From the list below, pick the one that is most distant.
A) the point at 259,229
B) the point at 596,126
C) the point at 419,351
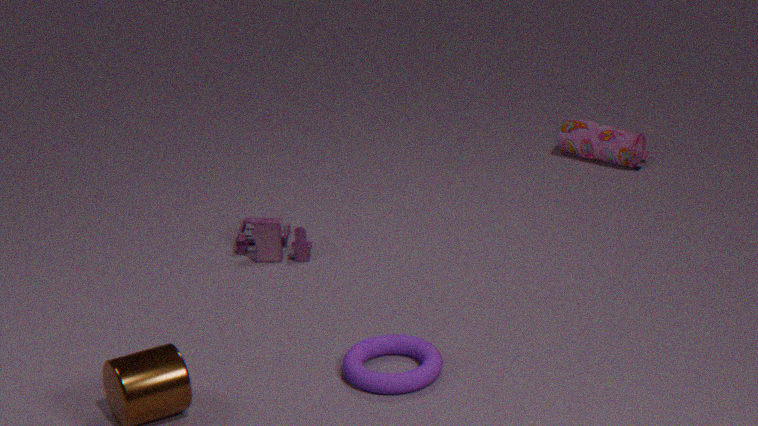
the point at 596,126
